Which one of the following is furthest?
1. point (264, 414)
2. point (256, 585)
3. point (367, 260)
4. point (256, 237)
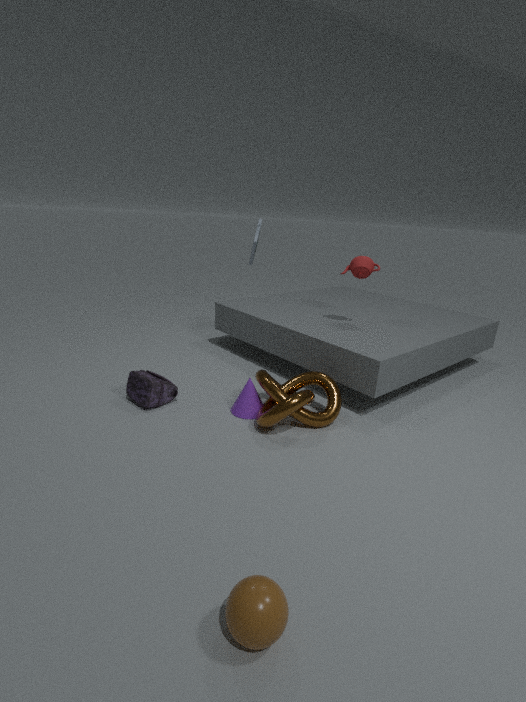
point (256, 237)
